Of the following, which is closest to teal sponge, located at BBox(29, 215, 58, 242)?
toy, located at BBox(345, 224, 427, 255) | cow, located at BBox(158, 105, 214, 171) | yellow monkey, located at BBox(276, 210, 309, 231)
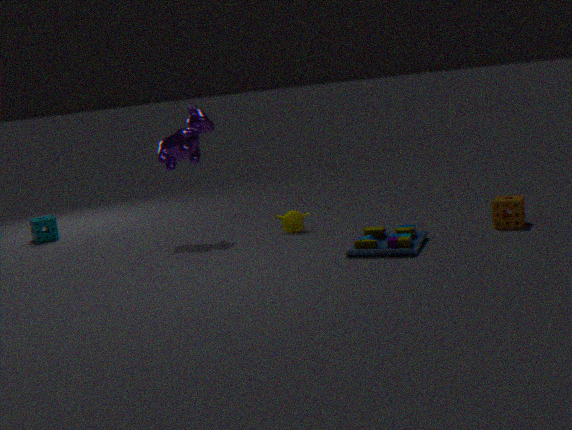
cow, located at BBox(158, 105, 214, 171)
